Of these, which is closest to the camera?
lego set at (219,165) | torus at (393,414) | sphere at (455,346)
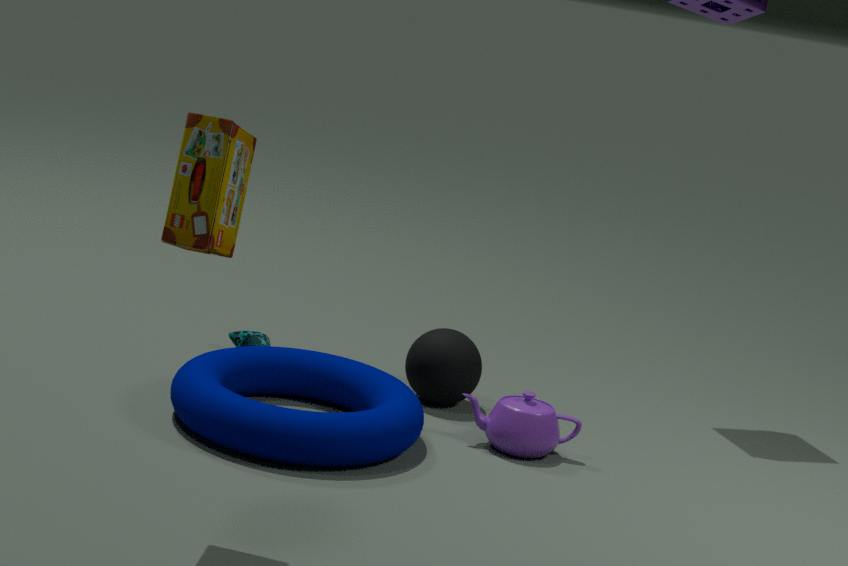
lego set at (219,165)
